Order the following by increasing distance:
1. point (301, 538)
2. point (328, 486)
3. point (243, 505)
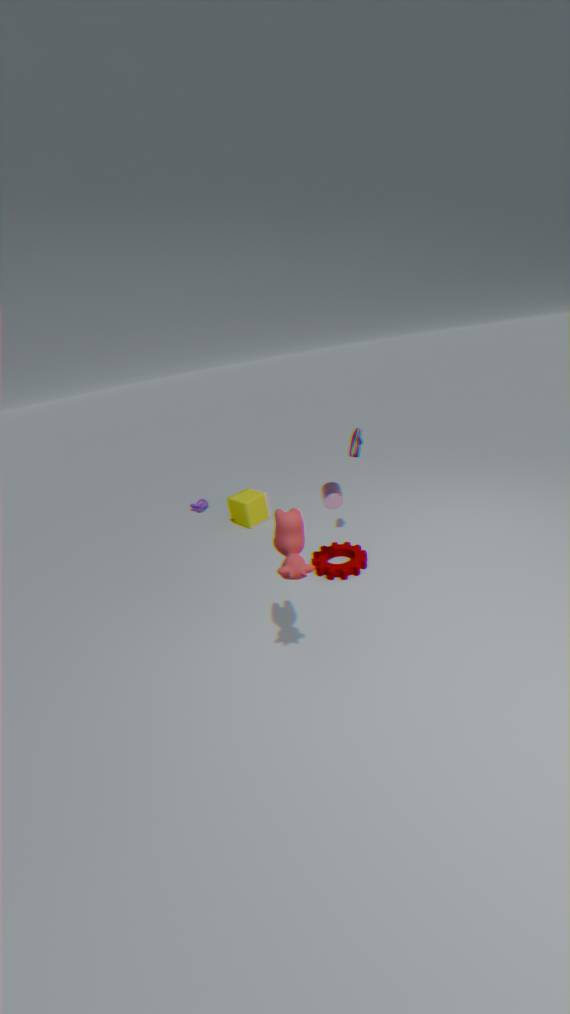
1. point (301, 538)
2. point (328, 486)
3. point (243, 505)
